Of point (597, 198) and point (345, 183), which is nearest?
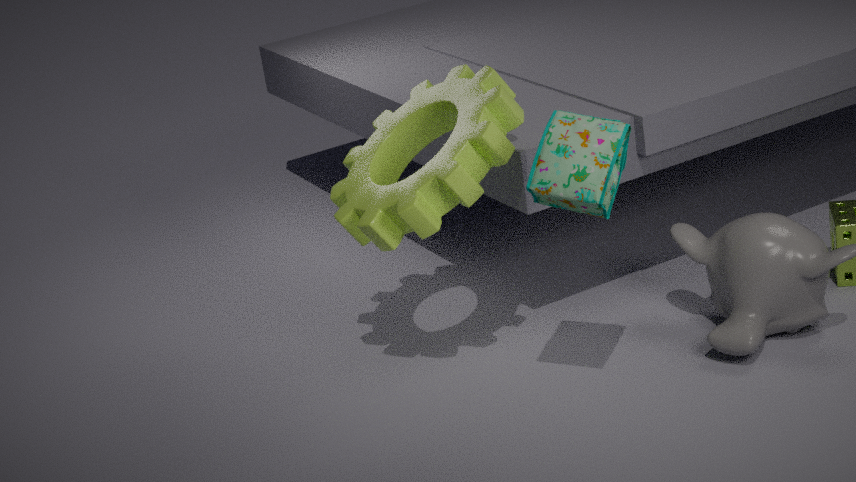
point (597, 198)
